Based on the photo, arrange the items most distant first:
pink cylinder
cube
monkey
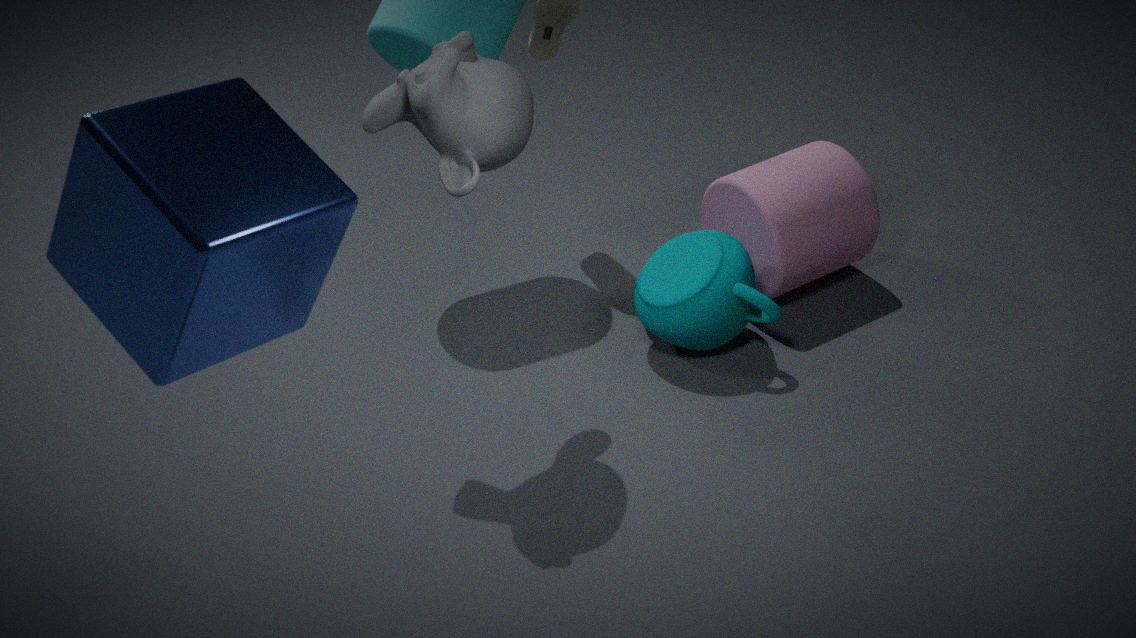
pink cylinder, monkey, cube
